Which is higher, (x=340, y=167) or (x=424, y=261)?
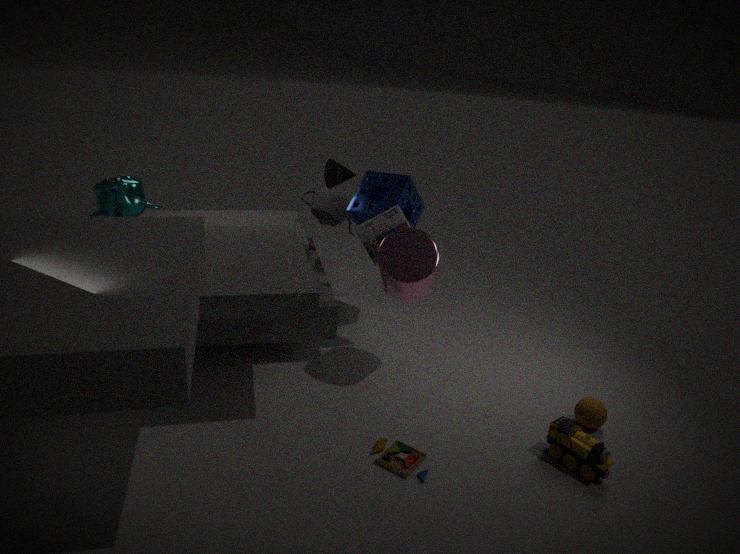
(x=340, y=167)
